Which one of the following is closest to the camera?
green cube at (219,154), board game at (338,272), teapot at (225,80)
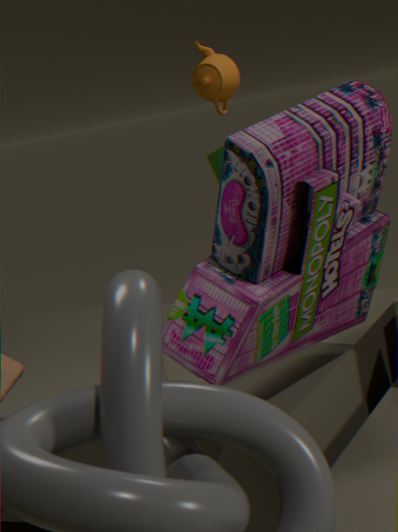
board game at (338,272)
